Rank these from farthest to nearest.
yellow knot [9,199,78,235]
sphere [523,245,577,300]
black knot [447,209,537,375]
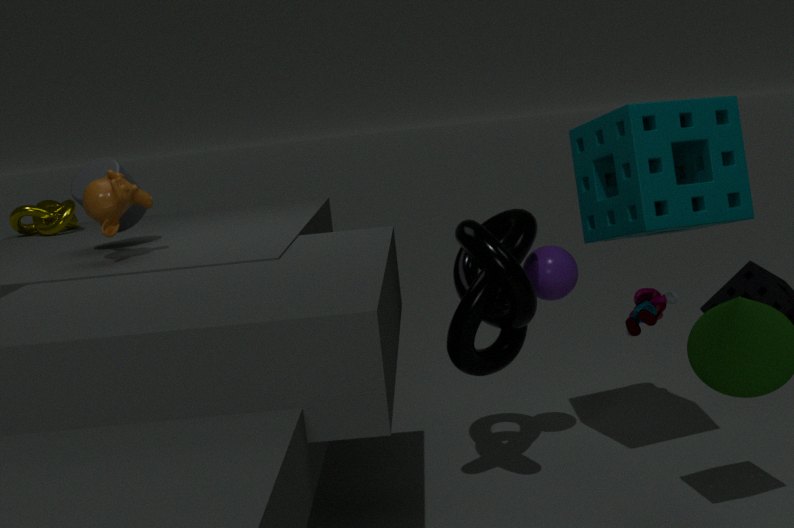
1. yellow knot [9,199,78,235]
2. sphere [523,245,577,300]
3. black knot [447,209,537,375]
